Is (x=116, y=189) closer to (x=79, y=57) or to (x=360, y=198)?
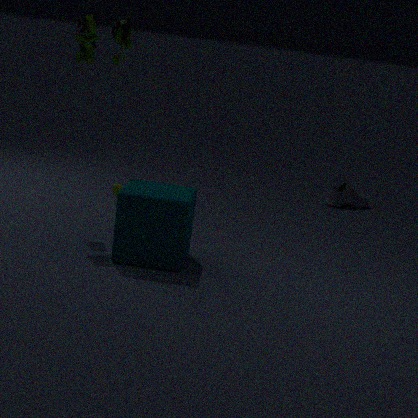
(x=79, y=57)
